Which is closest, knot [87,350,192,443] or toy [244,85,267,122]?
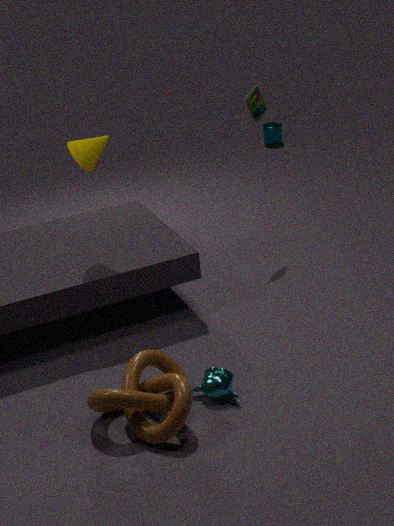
knot [87,350,192,443]
